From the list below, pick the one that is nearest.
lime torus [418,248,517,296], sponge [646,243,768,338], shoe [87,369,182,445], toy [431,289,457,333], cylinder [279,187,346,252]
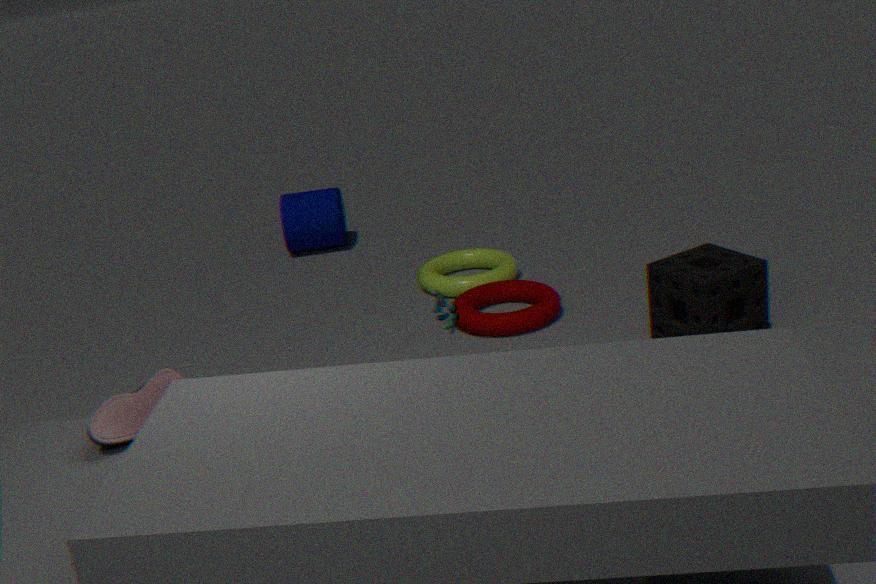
shoe [87,369,182,445]
